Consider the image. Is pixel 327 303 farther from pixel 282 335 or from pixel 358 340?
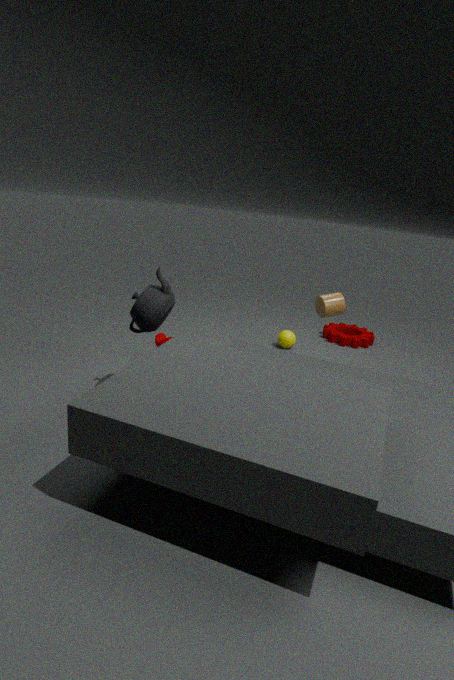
pixel 358 340
